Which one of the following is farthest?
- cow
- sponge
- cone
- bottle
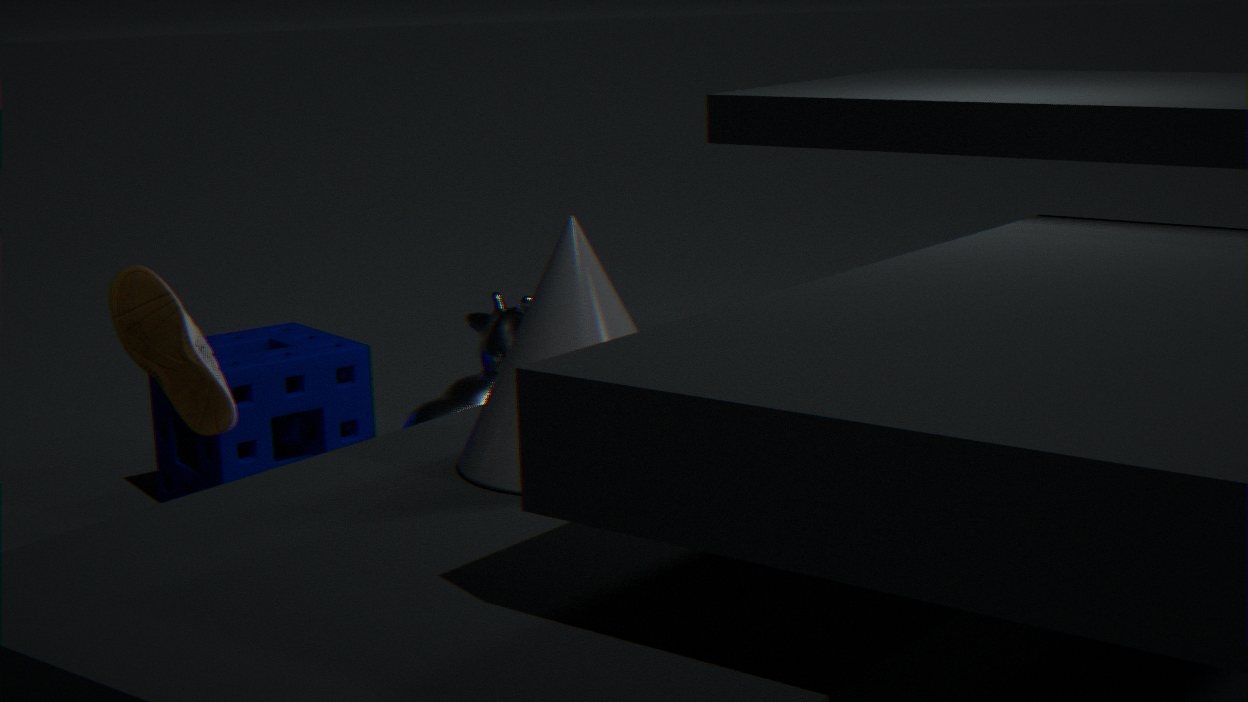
cow
